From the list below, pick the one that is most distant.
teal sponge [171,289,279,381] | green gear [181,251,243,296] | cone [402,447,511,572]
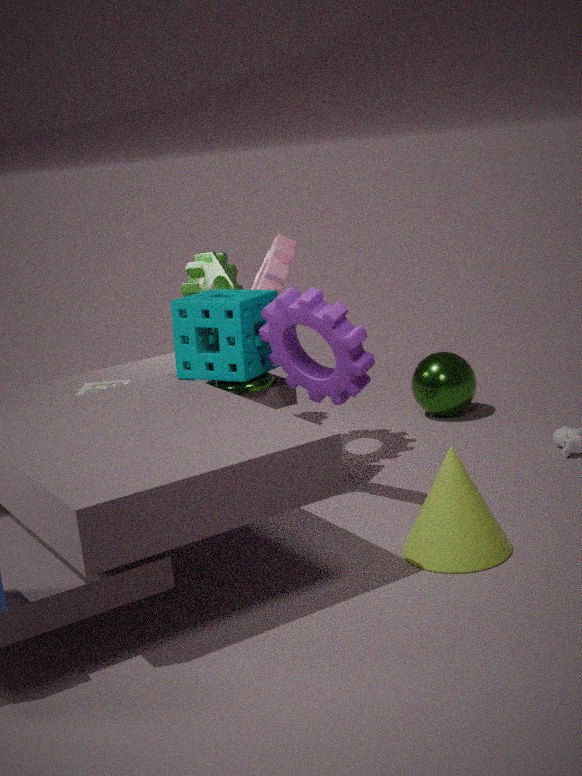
green gear [181,251,243,296]
